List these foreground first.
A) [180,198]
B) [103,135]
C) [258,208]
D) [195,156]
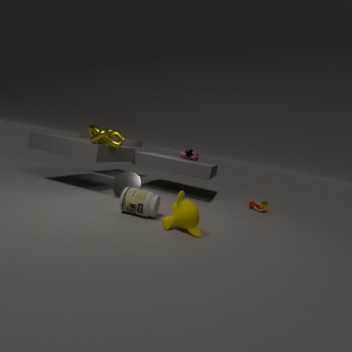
[180,198] < [103,135] < [258,208] < [195,156]
